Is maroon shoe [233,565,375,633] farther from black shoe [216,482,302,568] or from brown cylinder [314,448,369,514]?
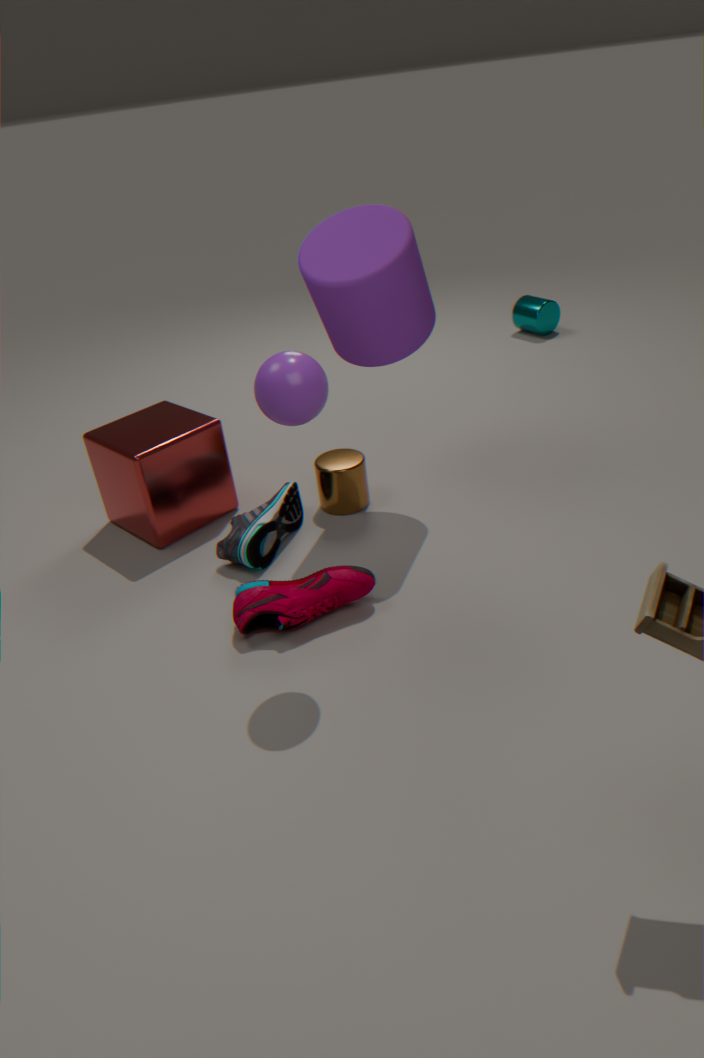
brown cylinder [314,448,369,514]
